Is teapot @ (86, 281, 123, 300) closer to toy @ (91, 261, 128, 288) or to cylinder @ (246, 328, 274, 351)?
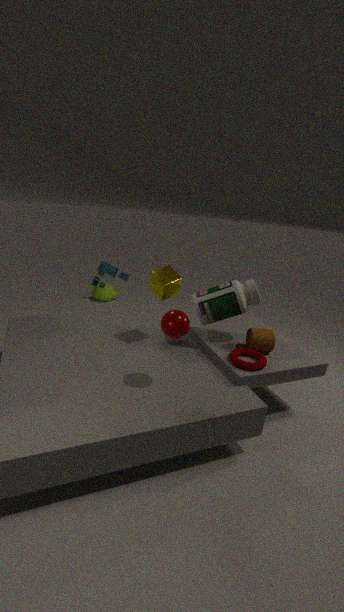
toy @ (91, 261, 128, 288)
